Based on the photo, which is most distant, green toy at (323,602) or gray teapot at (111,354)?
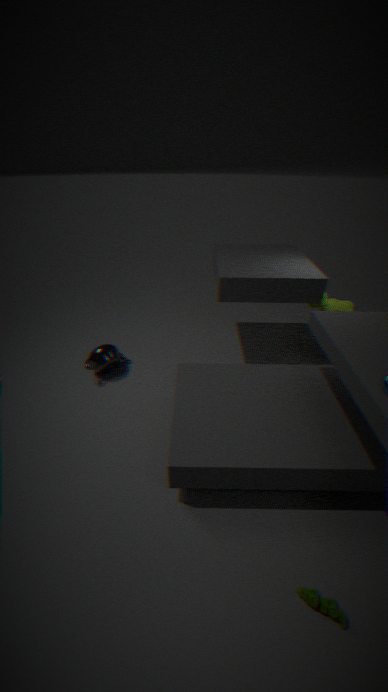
gray teapot at (111,354)
